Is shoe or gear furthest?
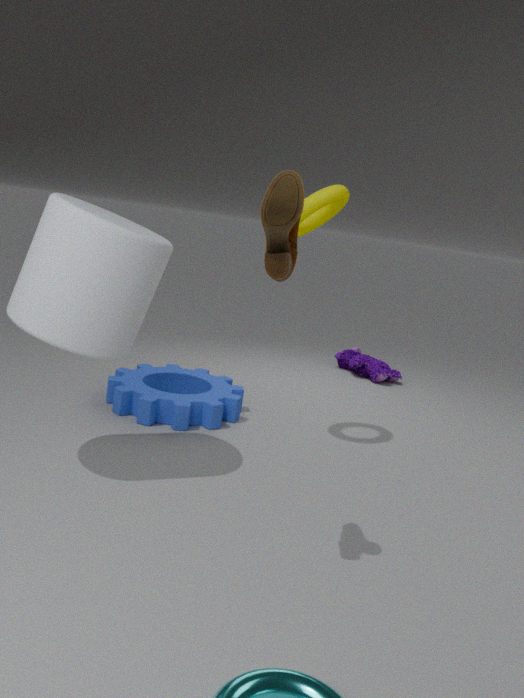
gear
